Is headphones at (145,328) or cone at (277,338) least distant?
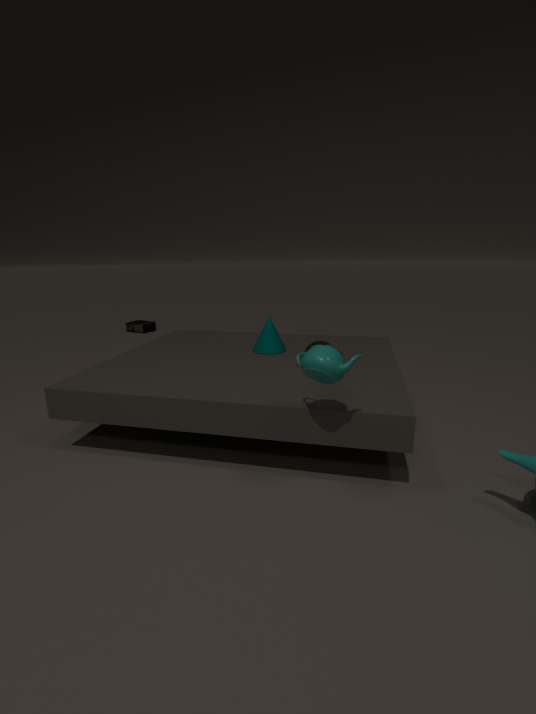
cone at (277,338)
